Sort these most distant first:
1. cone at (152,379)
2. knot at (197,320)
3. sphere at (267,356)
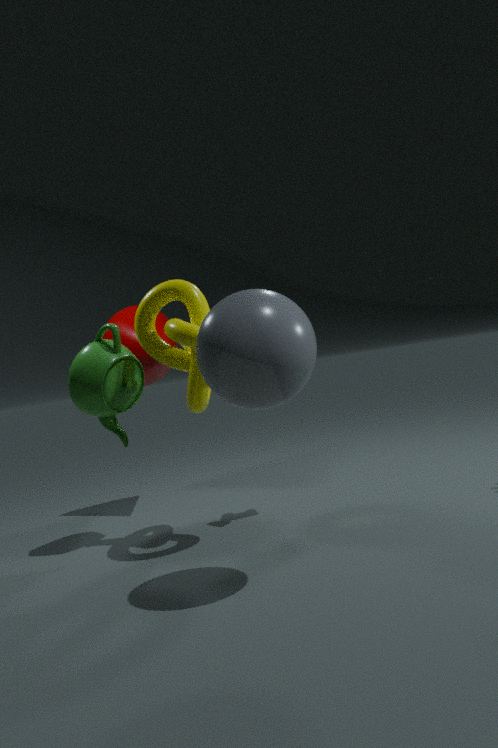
cone at (152,379), knot at (197,320), sphere at (267,356)
